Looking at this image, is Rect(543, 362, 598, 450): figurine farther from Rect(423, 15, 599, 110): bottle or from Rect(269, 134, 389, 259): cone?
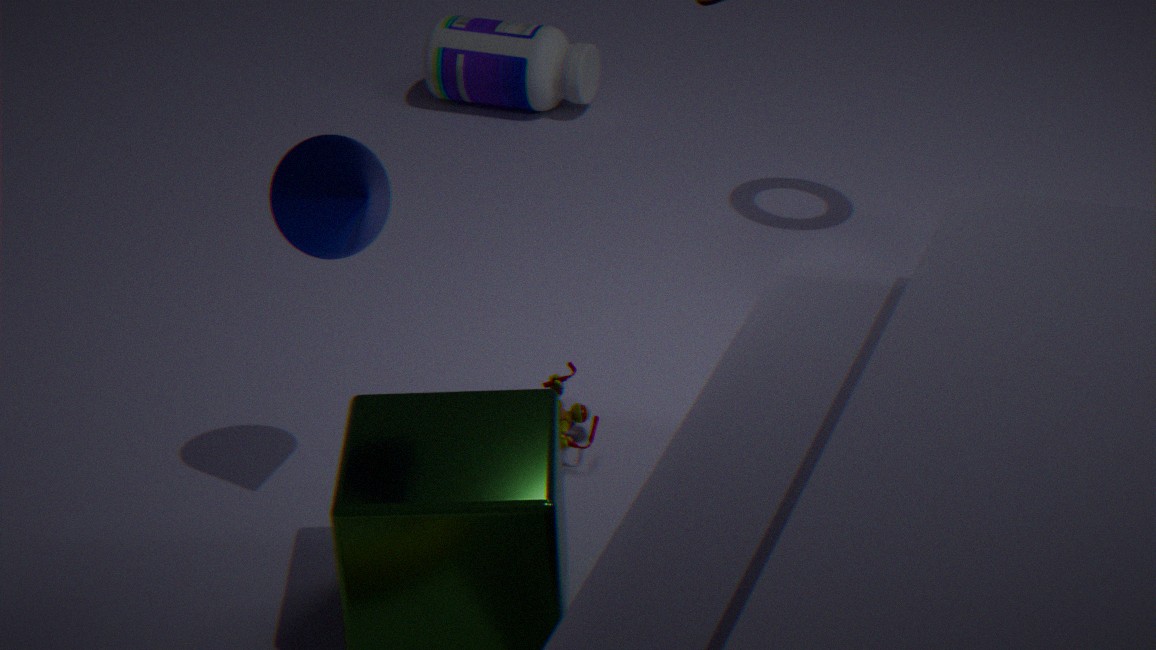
Rect(423, 15, 599, 110): bottle
